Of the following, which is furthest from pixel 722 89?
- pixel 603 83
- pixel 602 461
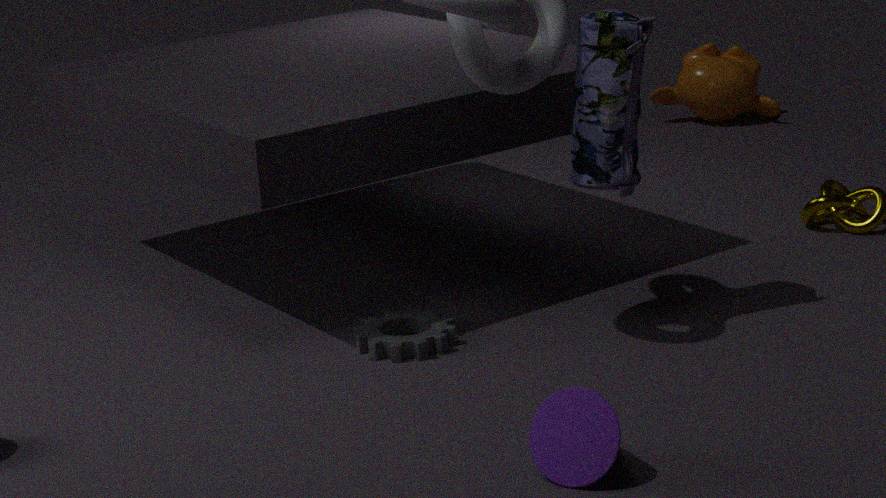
pixel 602 461
